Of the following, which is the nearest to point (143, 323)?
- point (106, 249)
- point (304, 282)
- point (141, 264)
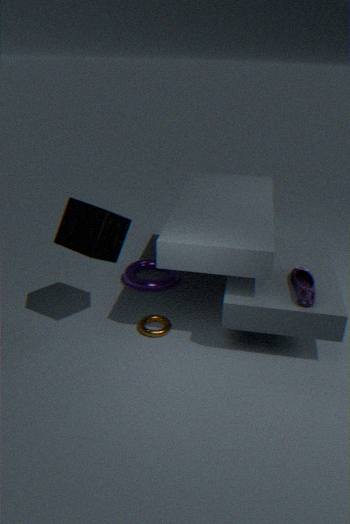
point (141, 264)
